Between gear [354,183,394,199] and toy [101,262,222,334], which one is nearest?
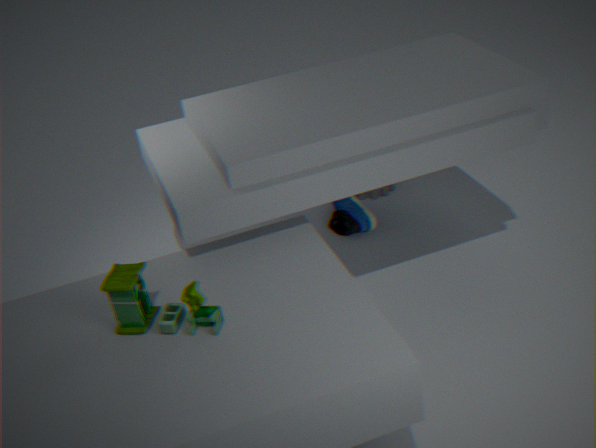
toy [101,262,222,334]
